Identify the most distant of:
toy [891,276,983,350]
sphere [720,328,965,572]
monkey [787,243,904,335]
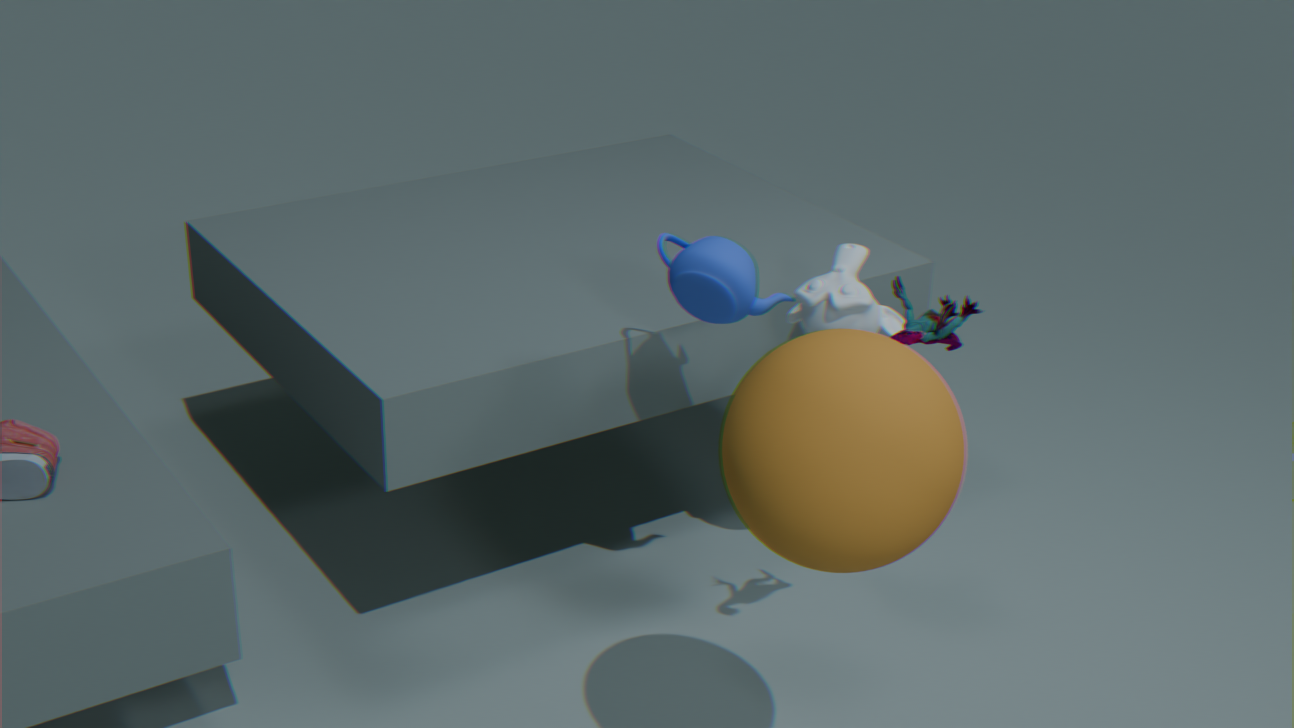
monkey [787,243,904,335]
